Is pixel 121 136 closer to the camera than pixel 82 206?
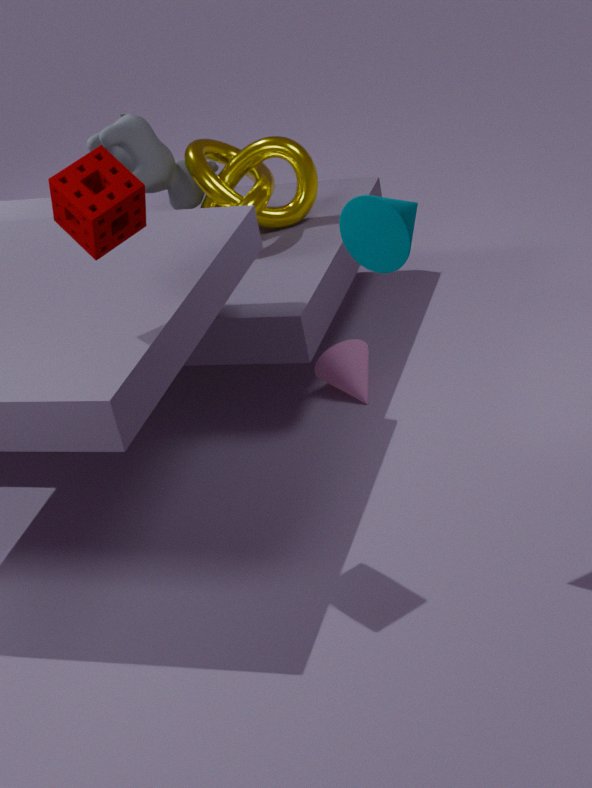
No
